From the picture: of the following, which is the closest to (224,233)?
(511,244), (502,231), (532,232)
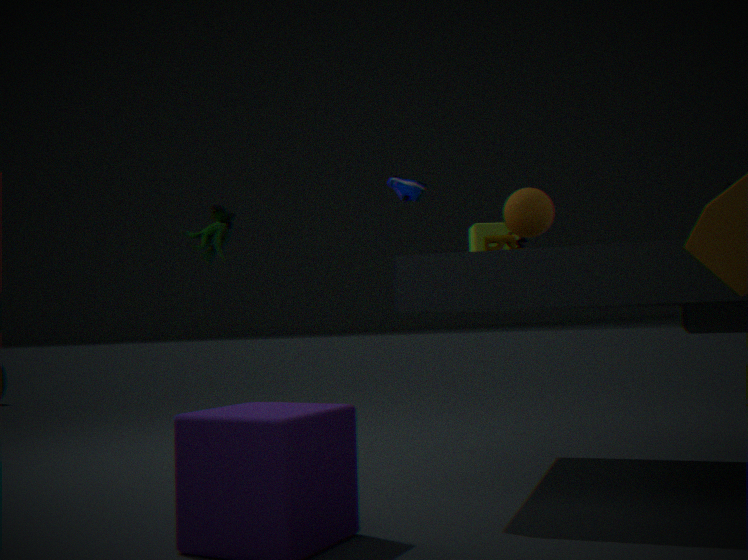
(511,244)
